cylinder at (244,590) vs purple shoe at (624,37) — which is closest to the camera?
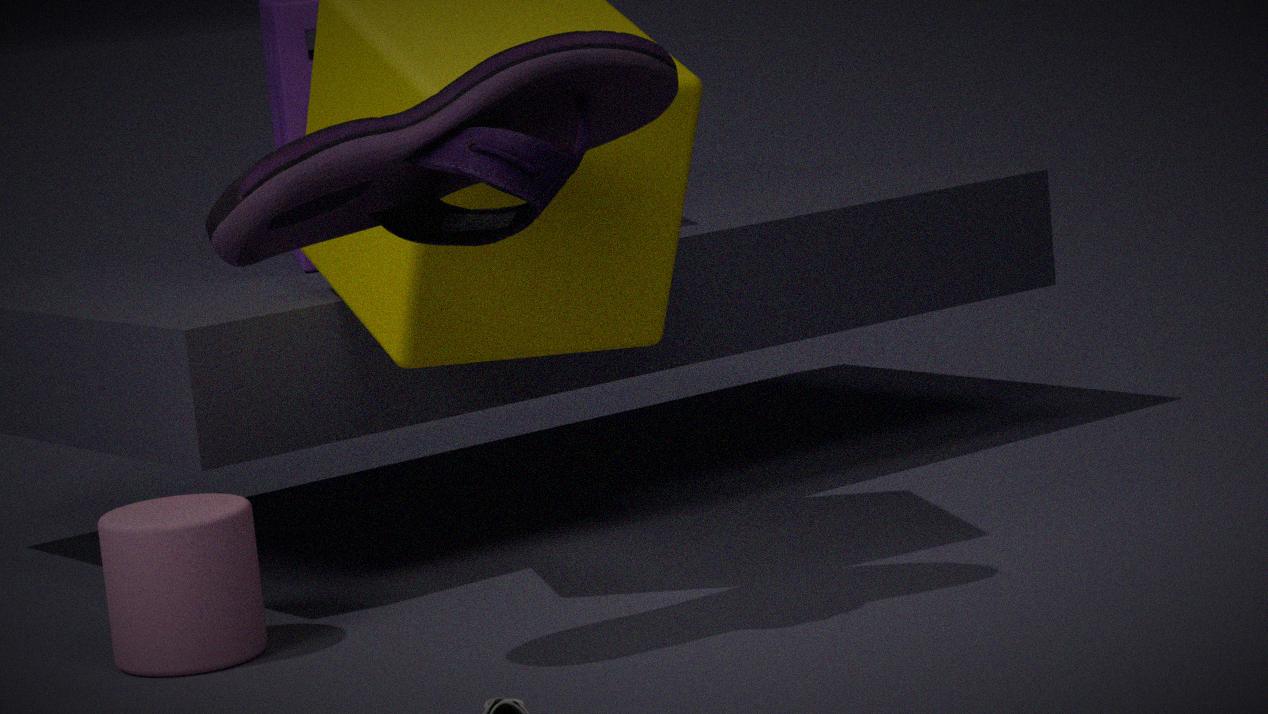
purple shoe at (624,37)
